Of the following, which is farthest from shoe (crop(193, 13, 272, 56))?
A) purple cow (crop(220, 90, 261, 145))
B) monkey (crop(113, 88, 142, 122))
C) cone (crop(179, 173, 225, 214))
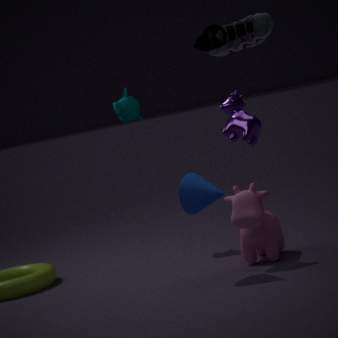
monkey (crop(113, 88, 142, 122))
